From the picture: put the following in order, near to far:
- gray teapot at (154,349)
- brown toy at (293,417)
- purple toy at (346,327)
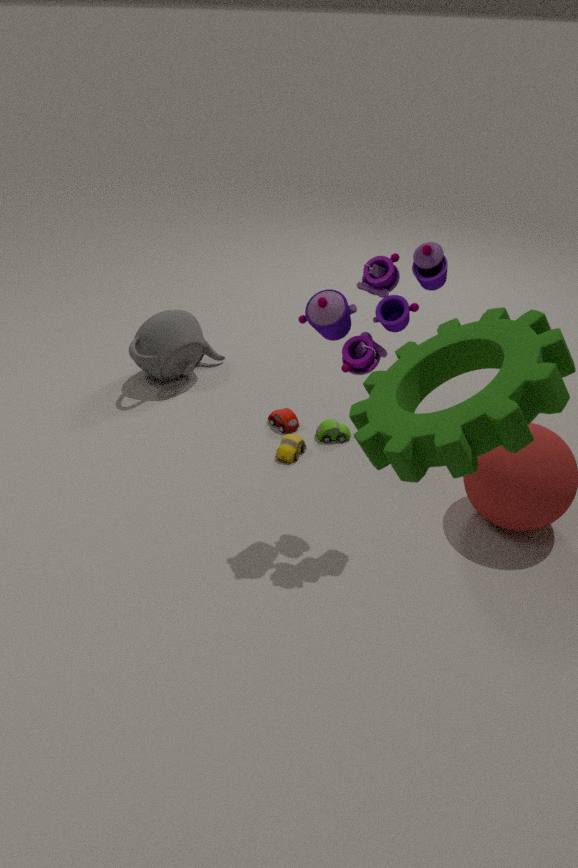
purple toy at (346,327) < brown toy at (293,417) < gray teapot at (154,349)
